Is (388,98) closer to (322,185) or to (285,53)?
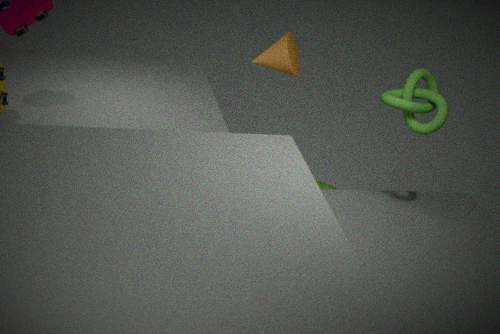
(285,53)
